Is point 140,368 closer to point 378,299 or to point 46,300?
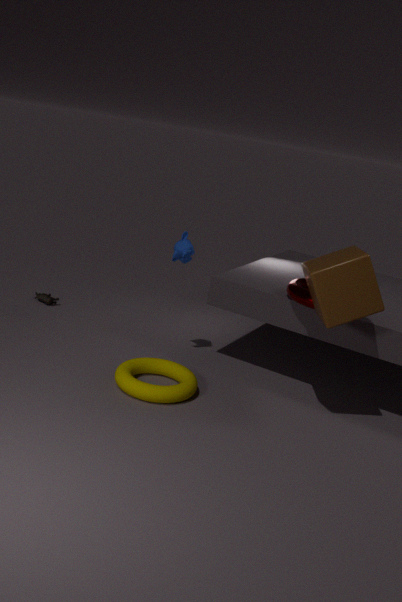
point 378,299
